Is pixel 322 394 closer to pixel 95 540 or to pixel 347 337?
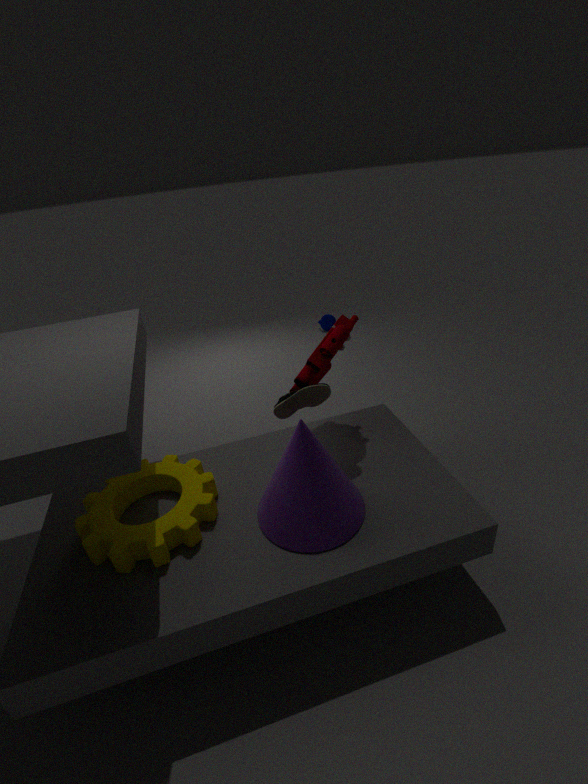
pixel 347 337
